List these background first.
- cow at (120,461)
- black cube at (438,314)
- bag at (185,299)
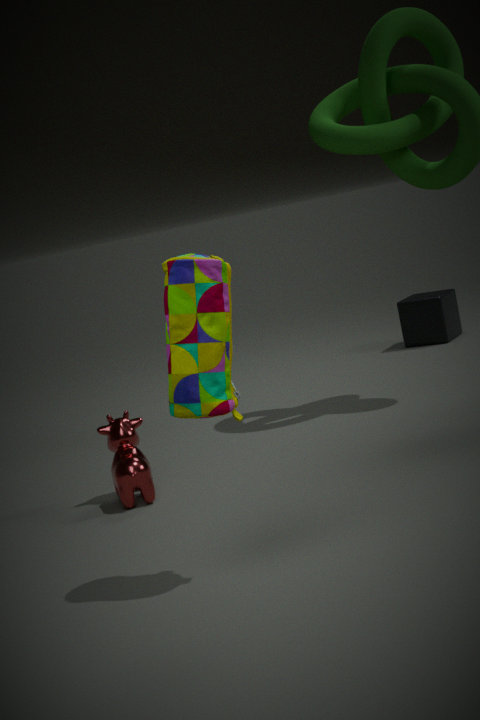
black cube at (438,314) → cow at (120,461) → bag at (185,299)
